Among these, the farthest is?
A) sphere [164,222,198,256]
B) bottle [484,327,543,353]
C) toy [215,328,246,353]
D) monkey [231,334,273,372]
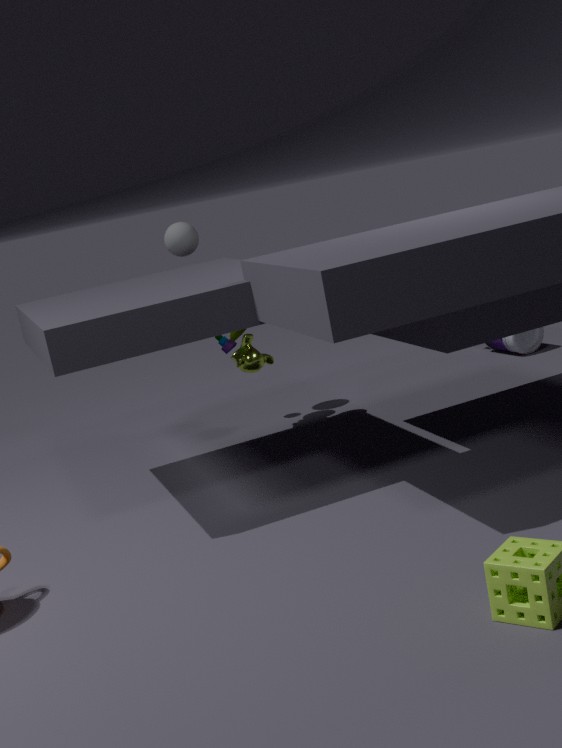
B. bottle [484,327,543,353]
